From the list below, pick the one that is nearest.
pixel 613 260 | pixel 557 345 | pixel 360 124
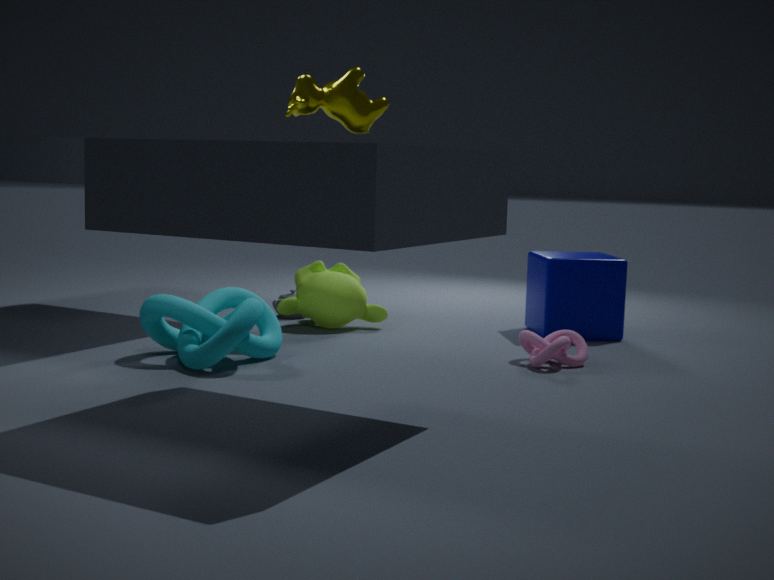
pixel 360 124
